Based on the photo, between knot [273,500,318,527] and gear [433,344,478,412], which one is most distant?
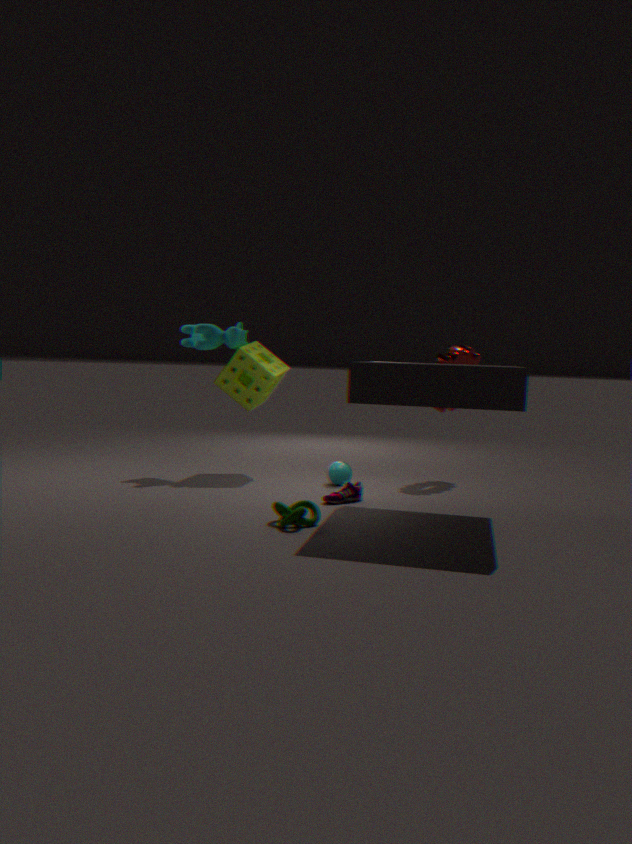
gear [433,344,478,412]
